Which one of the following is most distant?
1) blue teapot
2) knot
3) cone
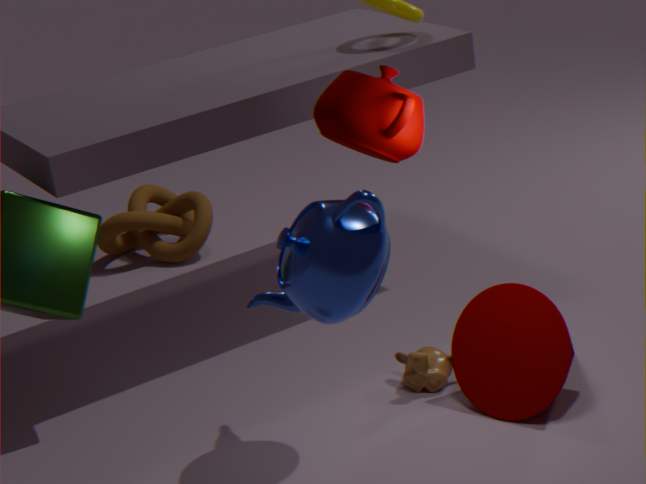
2. knot
